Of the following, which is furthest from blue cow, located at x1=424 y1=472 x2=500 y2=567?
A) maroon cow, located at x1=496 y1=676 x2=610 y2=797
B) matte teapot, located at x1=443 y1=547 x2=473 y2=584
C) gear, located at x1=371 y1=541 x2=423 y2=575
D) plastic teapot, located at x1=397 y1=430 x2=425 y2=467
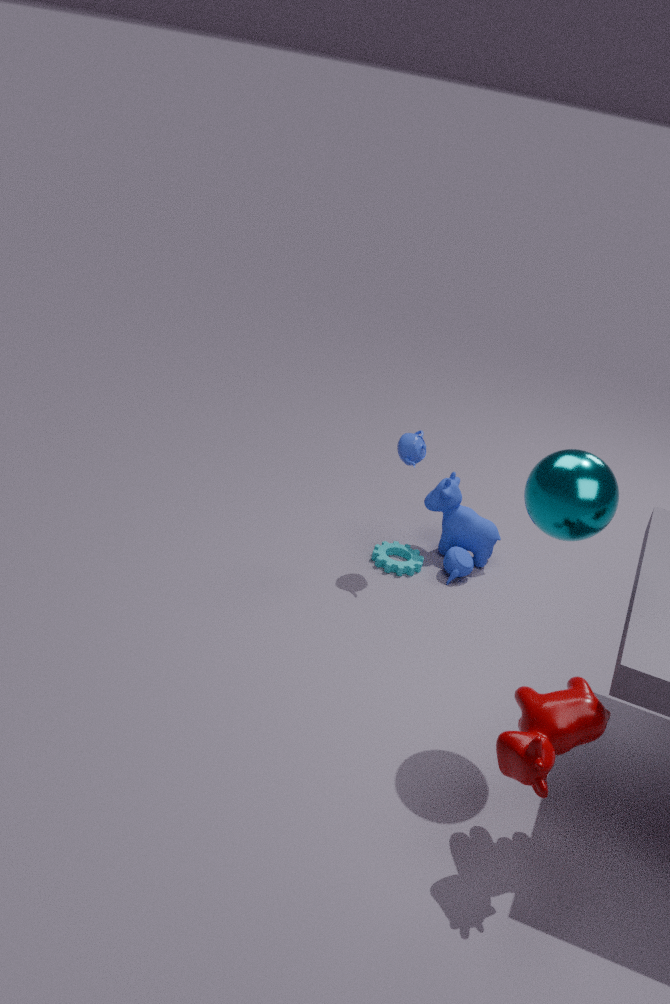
maroon cow, located at x1=496 y1=676 x2=610 y2=797
